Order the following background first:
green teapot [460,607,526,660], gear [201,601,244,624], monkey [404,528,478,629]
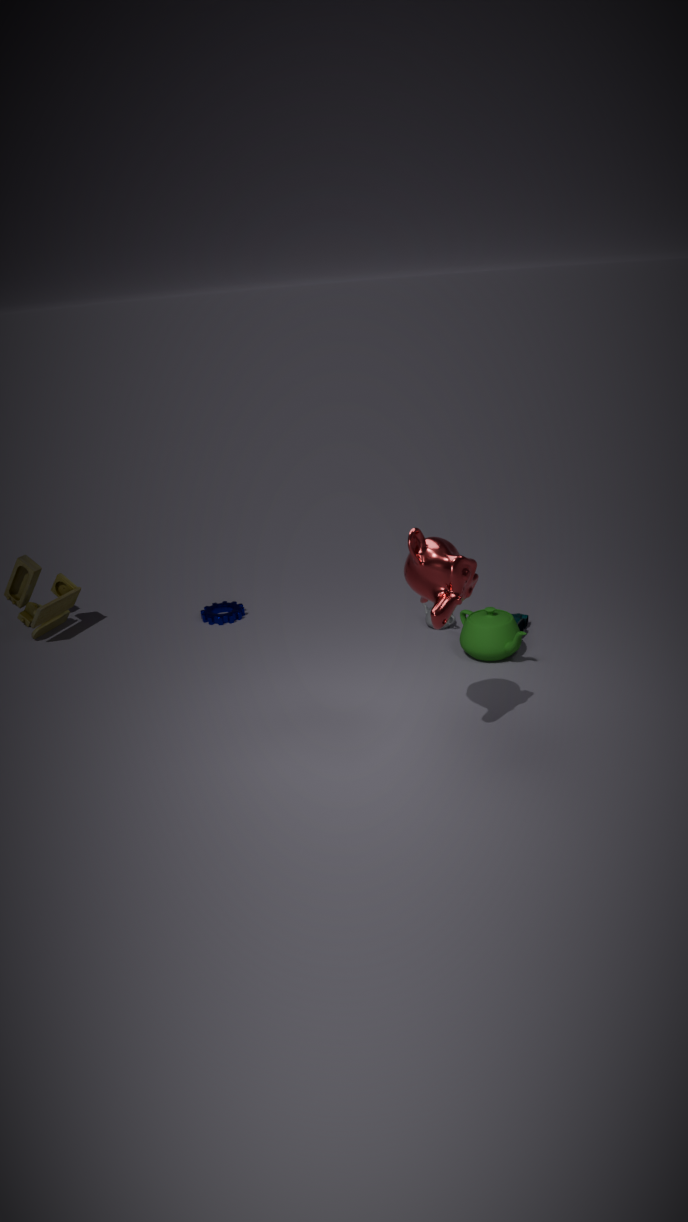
gear [201,601,244,624]
green teapot [460,607,526,660]
monkey [404,528,478,629]
